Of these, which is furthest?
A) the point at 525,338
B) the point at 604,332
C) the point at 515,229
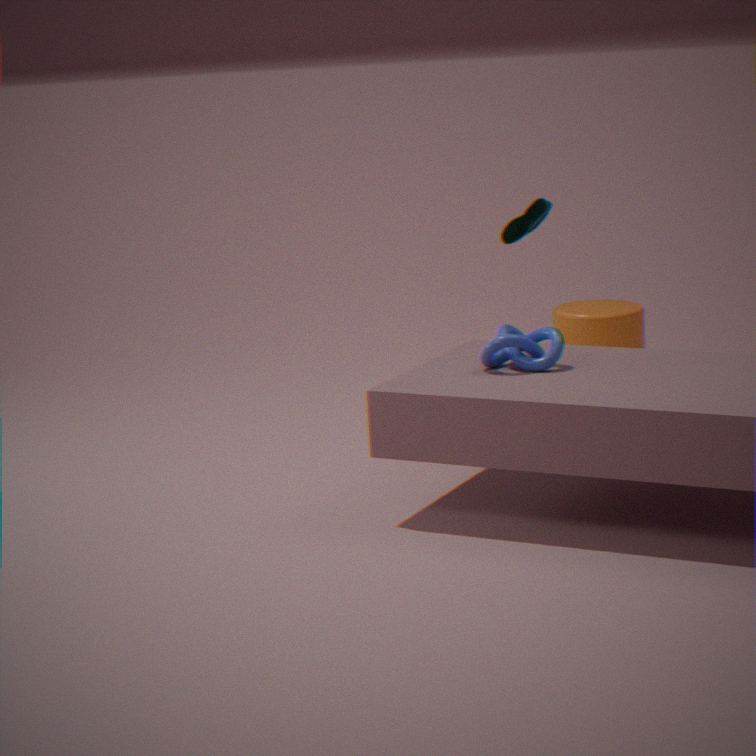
the point at 604,332
